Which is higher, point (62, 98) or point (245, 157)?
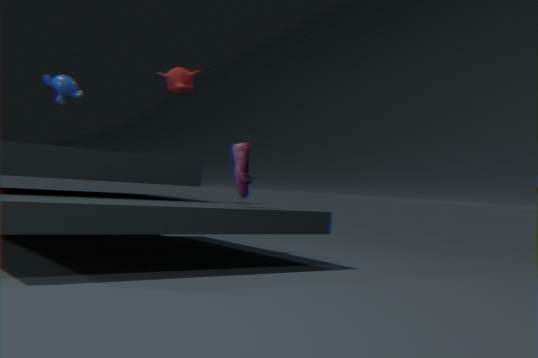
point (62, 98)
